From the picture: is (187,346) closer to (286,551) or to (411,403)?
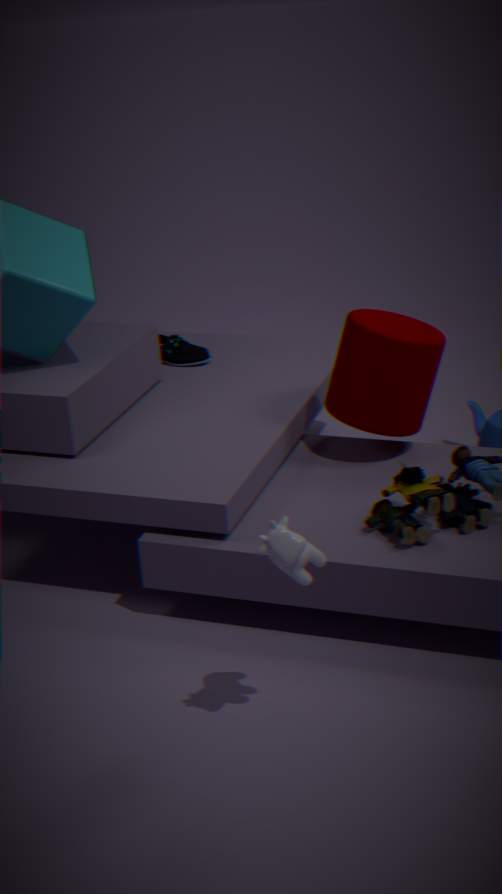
(411,403)
